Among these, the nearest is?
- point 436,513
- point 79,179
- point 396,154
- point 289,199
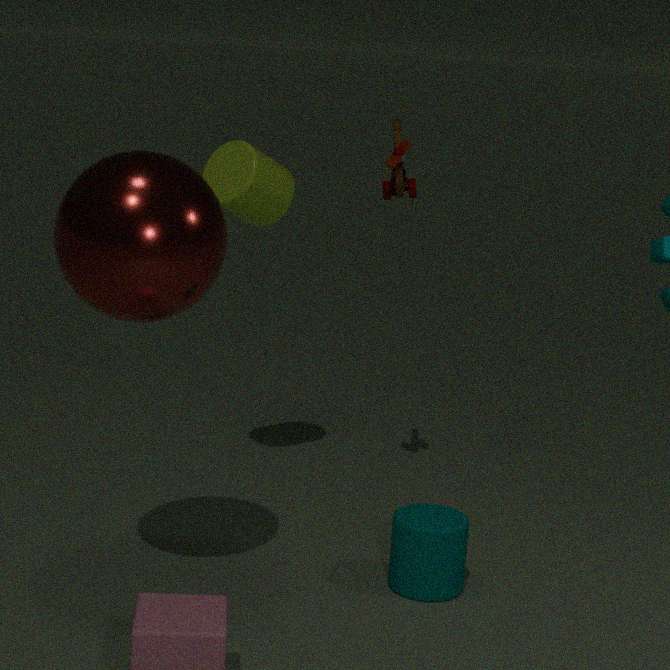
point 79,179
